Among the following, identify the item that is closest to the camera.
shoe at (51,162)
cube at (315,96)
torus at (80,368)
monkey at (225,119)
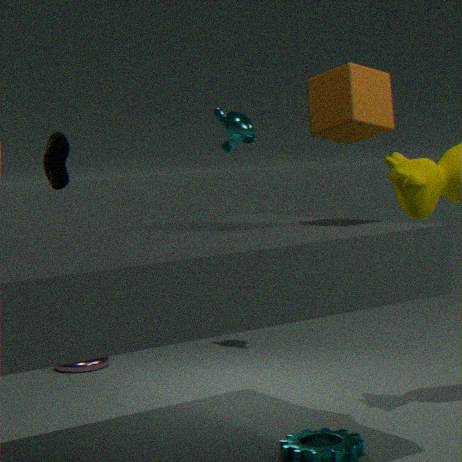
cube at (315,96)
